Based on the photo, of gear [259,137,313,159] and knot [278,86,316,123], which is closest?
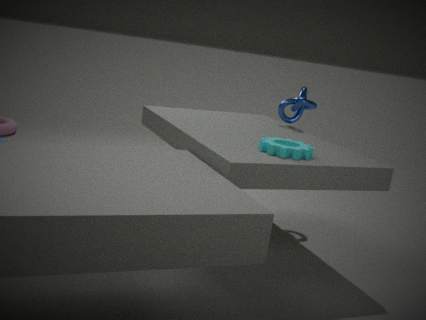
gear [259,137,313,159]
